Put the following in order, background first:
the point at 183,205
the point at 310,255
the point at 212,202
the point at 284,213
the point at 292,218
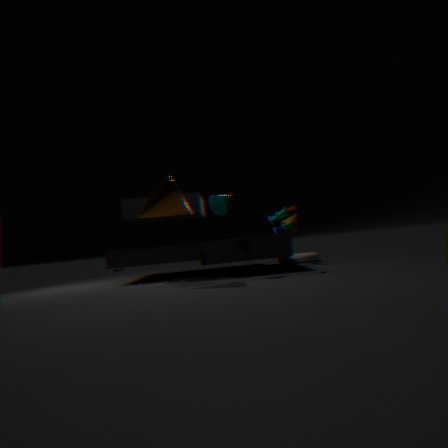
the point at 310,255, the point at 292,218, the point at 284,213, the point at 212,202, the point at 183,205
